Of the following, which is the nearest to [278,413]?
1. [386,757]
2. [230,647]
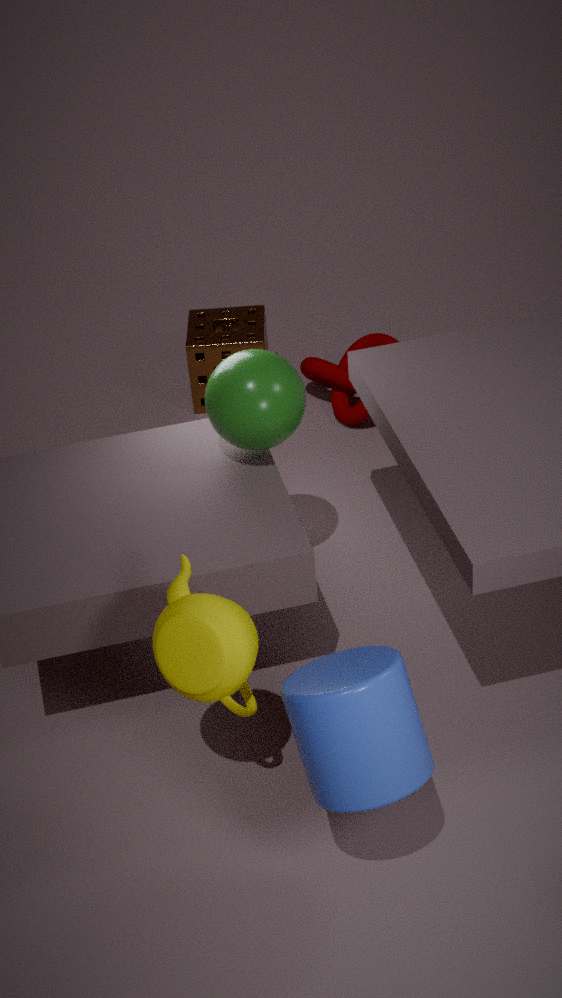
[230,647]
